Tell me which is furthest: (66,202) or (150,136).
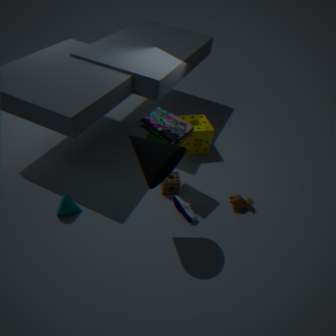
(150,136)
